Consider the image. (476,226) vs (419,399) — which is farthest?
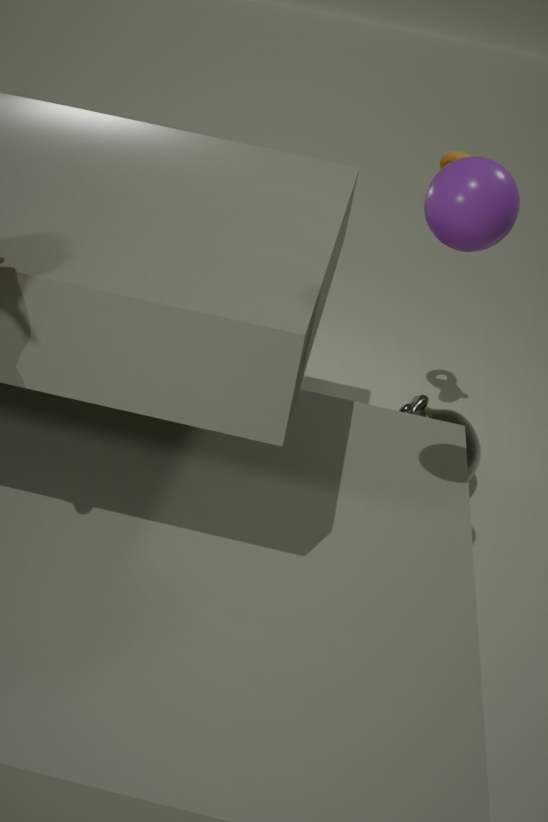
(419,399)
